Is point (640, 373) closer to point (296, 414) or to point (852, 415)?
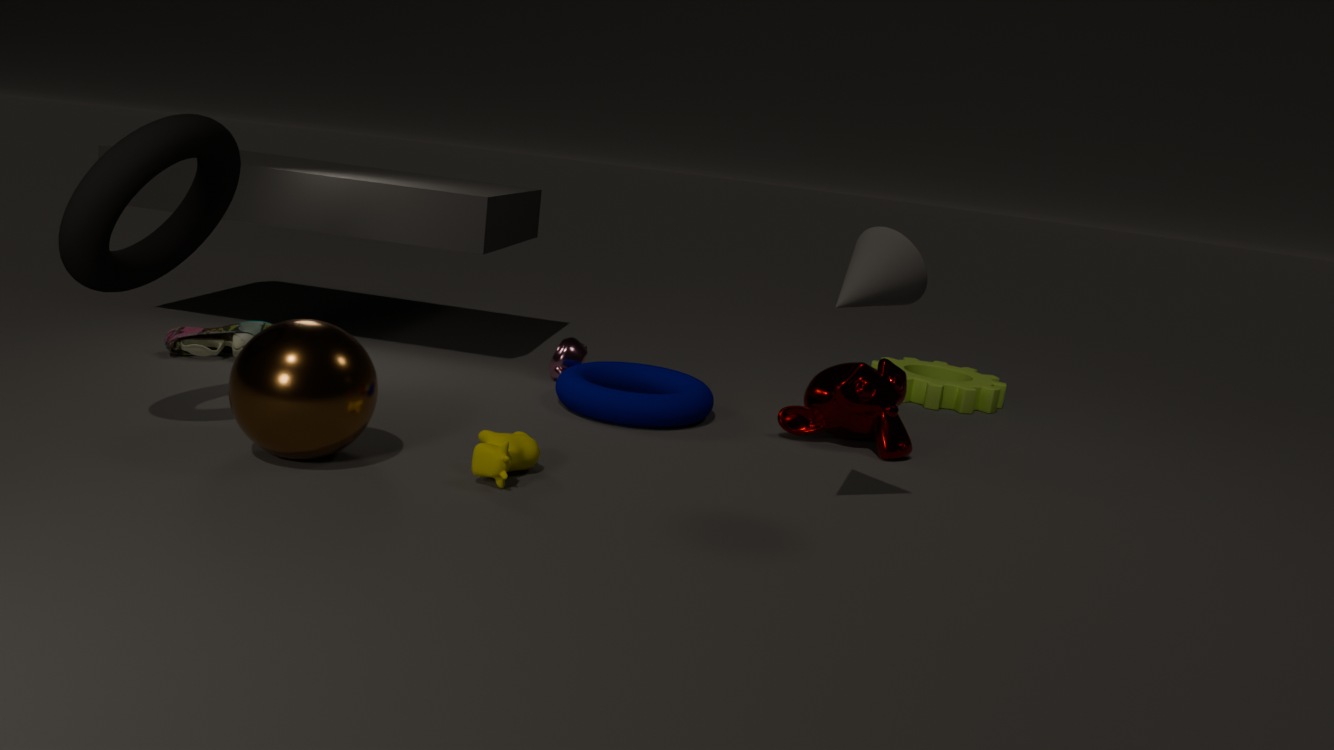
point (852, 415)
